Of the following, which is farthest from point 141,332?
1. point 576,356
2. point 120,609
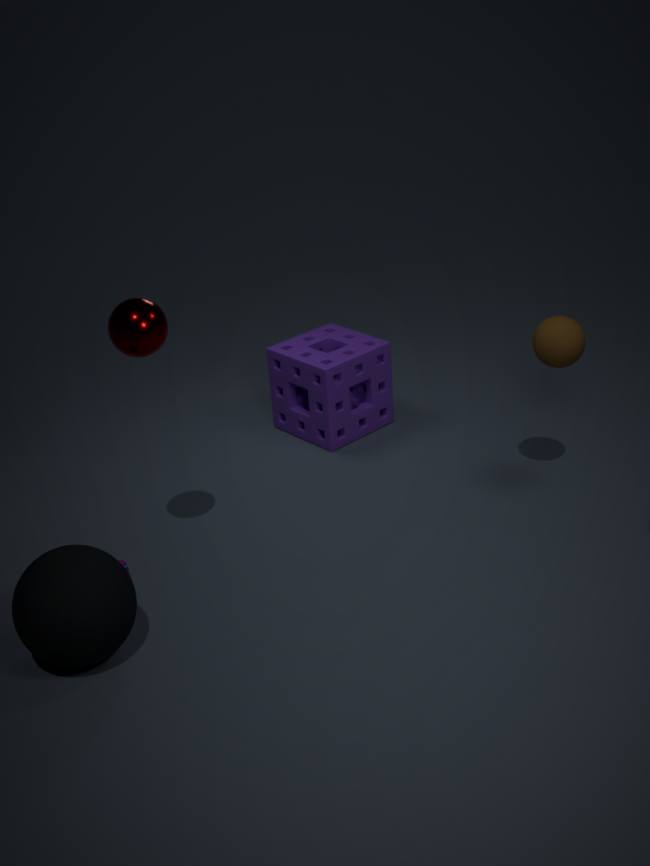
point 576,356
